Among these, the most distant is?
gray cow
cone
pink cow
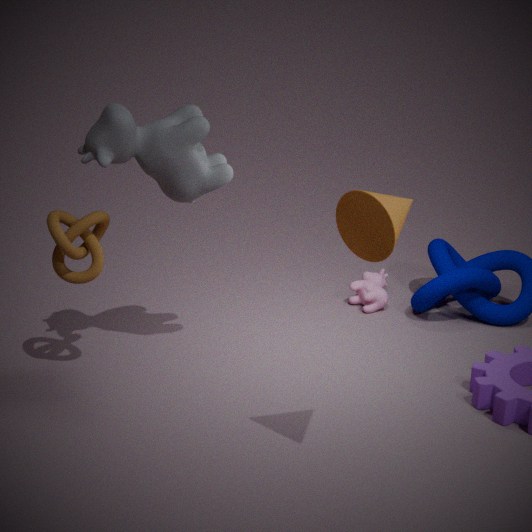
pink cow
